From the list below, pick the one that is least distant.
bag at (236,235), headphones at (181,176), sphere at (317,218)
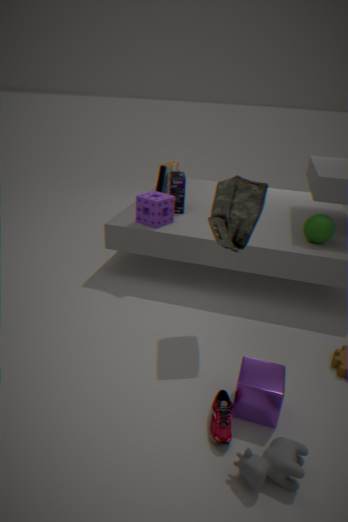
bag at (236,235)
